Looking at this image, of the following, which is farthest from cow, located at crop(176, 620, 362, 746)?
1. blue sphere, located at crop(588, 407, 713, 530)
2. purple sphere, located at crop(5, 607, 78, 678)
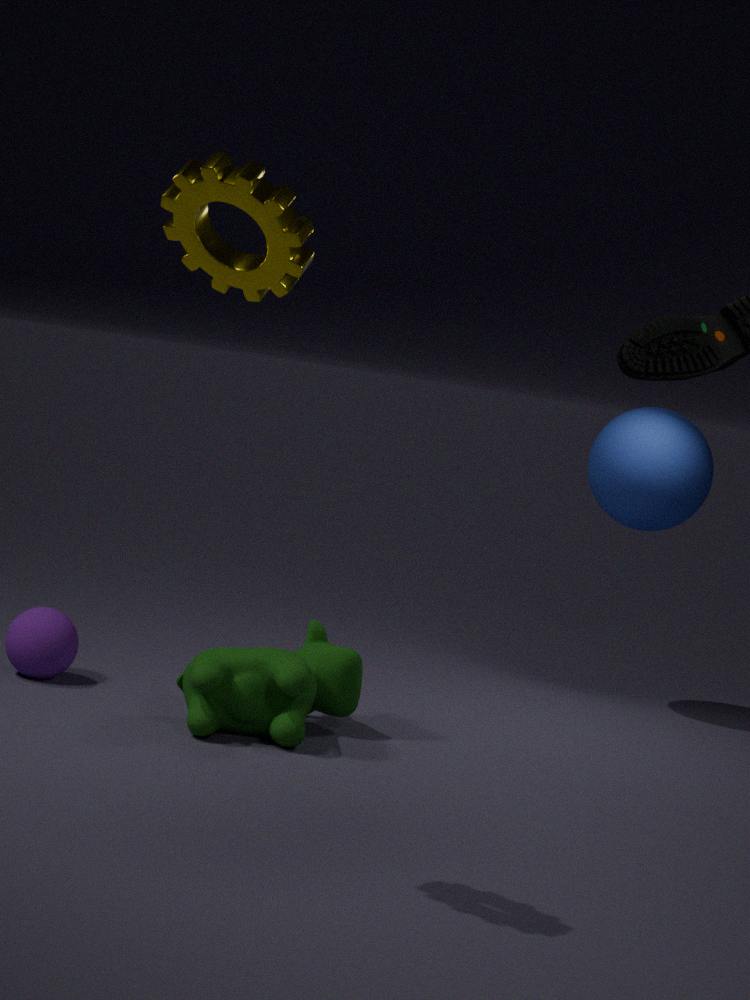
blue sphere, located at crop(588, 407, 713, 530)
